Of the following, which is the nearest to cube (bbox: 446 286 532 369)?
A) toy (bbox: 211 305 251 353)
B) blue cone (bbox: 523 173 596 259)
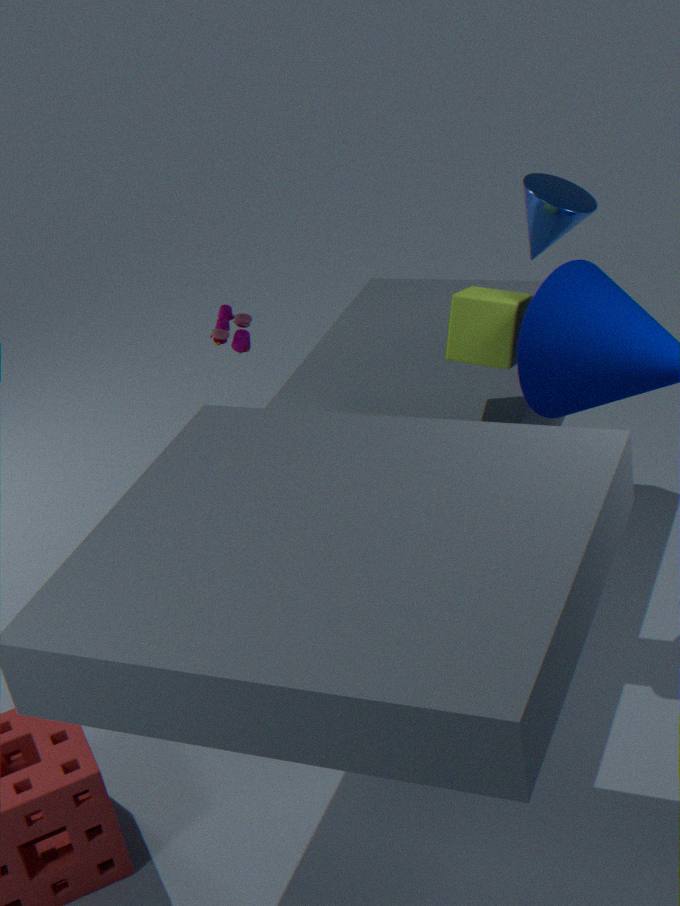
blue cone (bbox: 523 173 596 259)
